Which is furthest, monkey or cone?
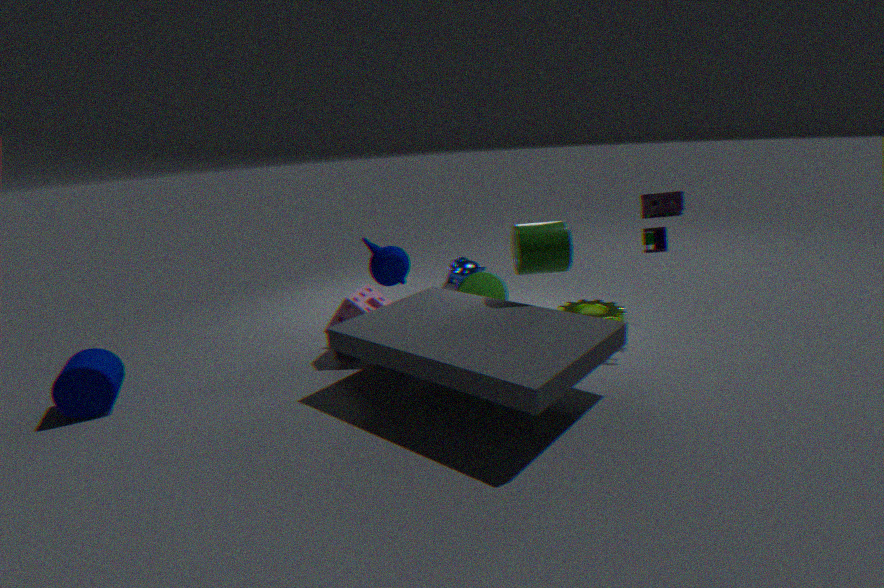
monkey
